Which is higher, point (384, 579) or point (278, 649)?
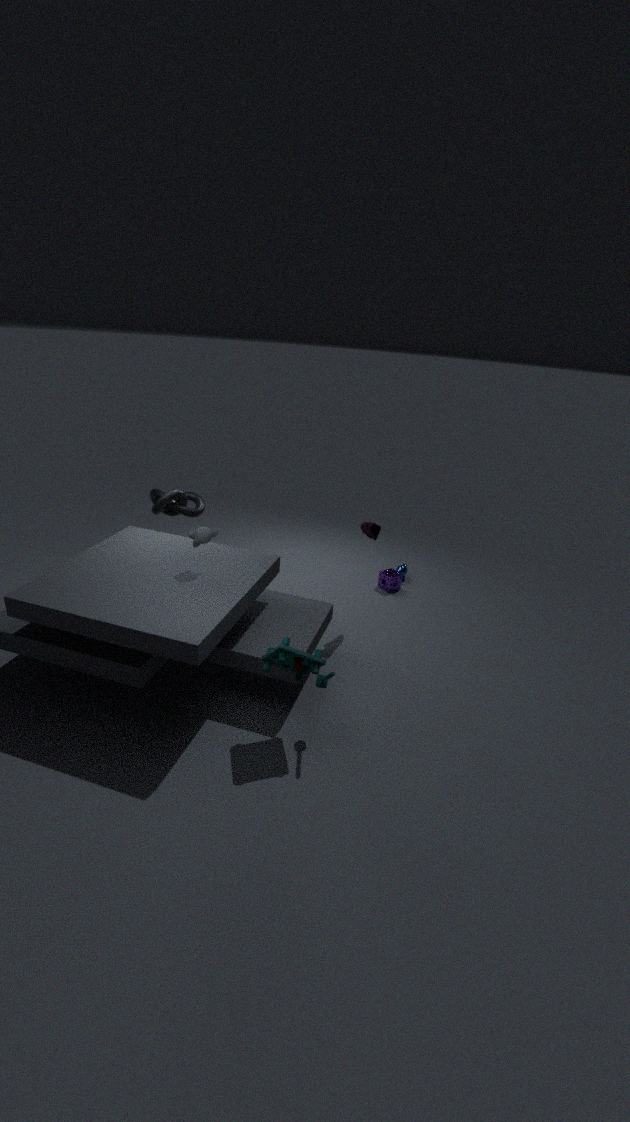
point (278, 649)
